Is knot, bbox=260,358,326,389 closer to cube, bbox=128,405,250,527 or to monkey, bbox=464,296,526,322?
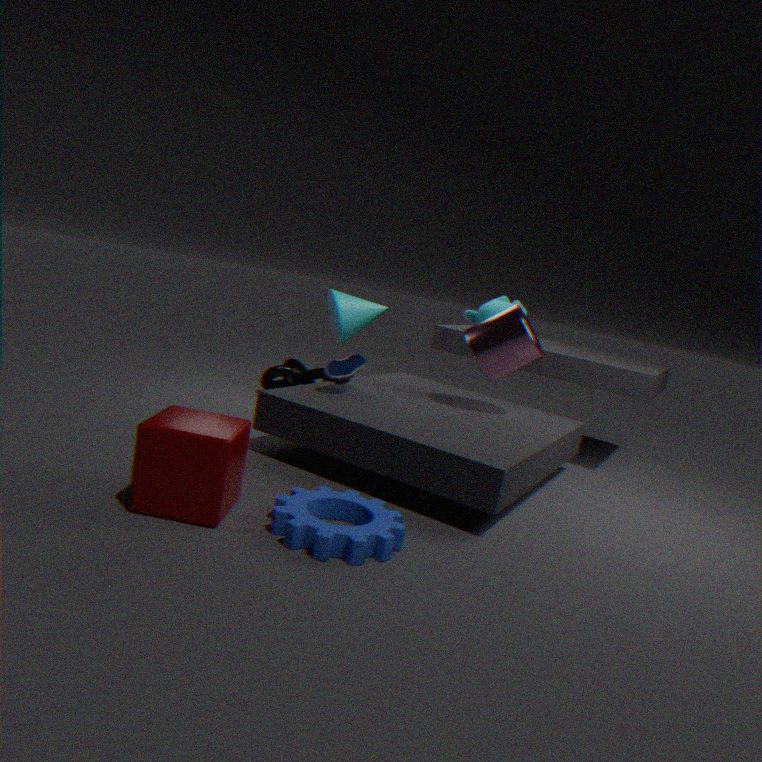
monkey, bbox=464,296,526,322
